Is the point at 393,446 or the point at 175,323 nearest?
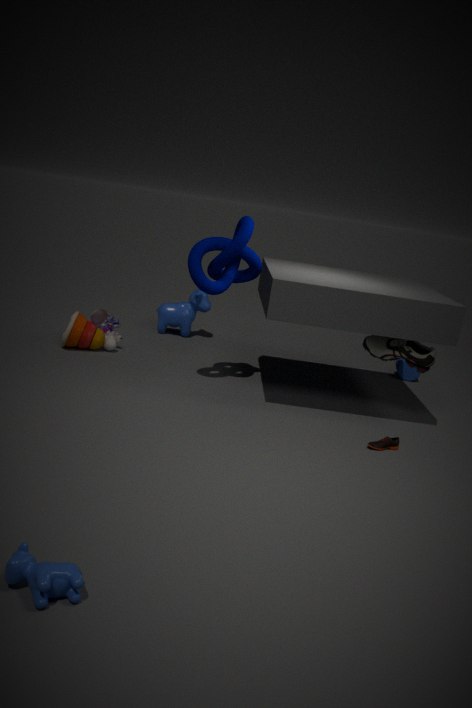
the point at 393,446
